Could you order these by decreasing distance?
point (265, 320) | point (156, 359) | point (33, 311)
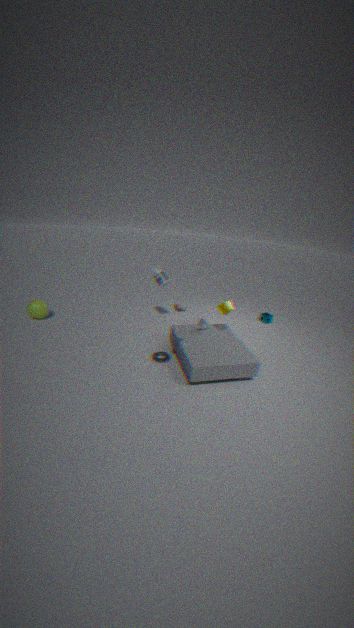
point (265, 320), point (33, 311), point (156, 359)
